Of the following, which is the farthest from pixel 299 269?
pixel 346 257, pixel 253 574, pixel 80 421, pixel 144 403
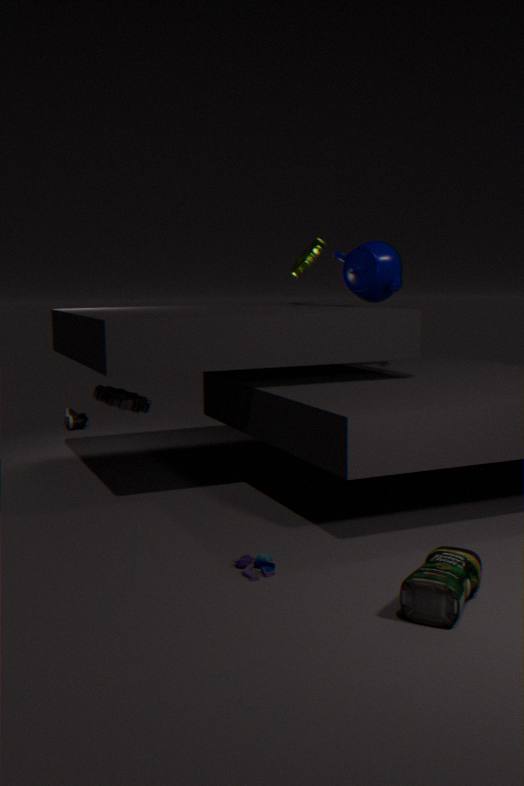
pixel 253 574
